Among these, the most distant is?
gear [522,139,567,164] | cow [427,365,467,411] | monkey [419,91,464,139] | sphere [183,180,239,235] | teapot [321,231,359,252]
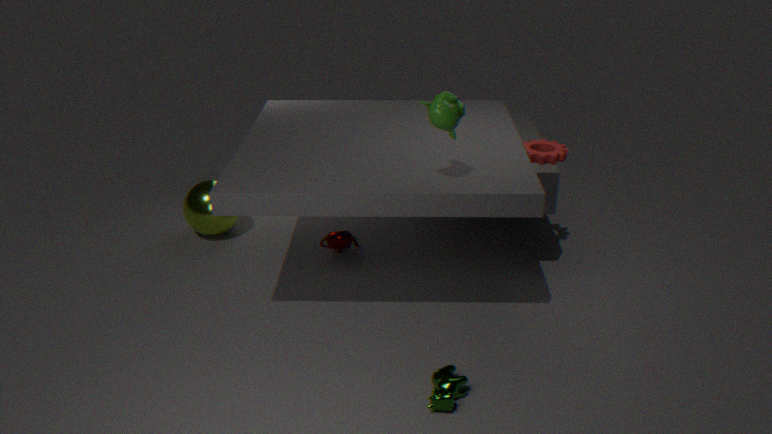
sphere [183,180,239,235]
